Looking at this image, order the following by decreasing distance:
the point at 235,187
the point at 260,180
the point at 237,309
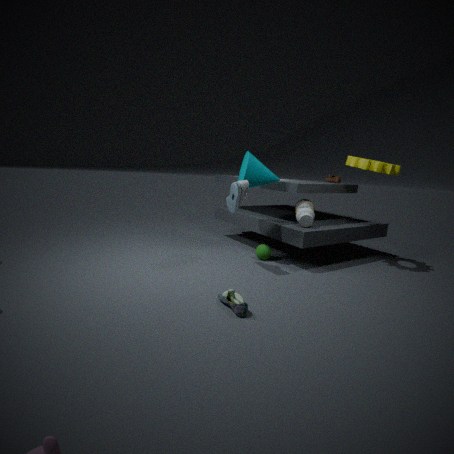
the point at 260,180 < the point at 235,187 < the point at 237,309
